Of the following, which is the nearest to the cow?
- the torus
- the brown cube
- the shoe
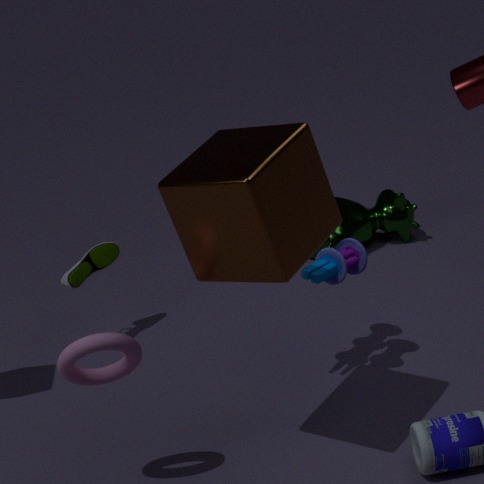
the shoe
